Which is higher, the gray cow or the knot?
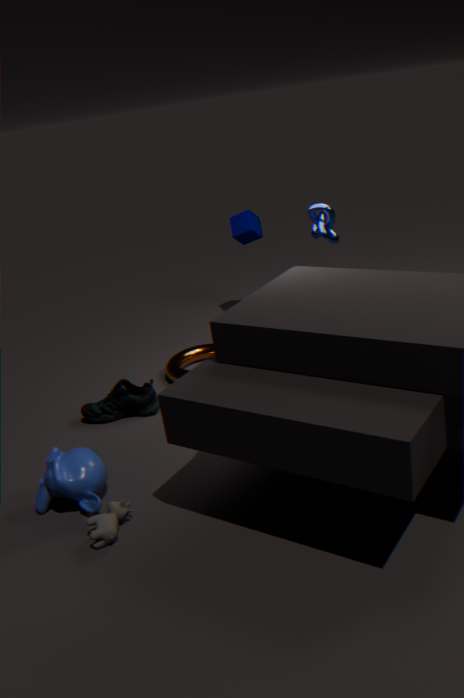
the knot
